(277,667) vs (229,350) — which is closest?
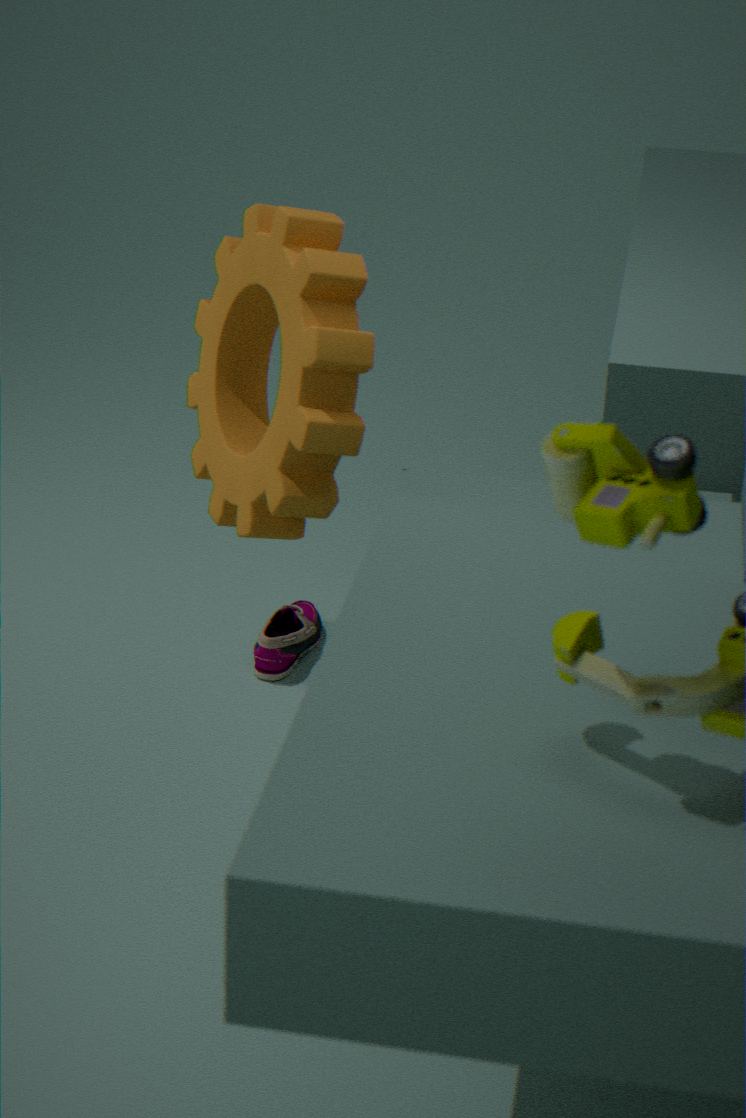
(229,350)
